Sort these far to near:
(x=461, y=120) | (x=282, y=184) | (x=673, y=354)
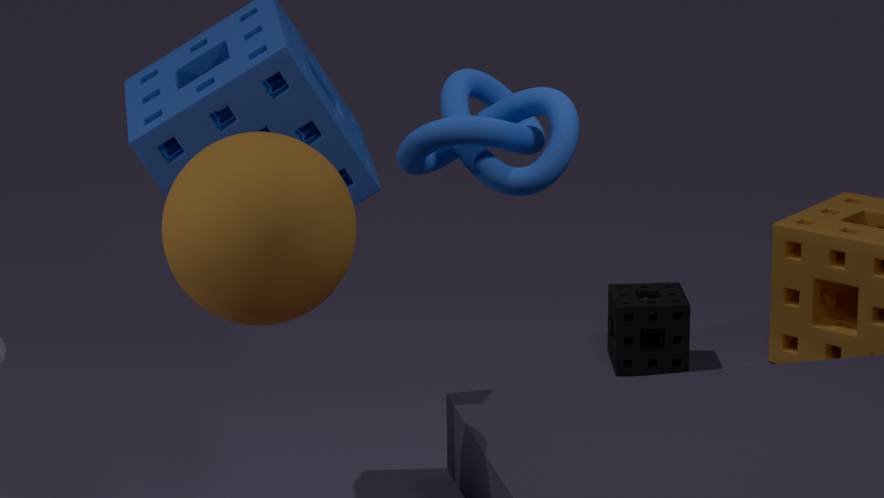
(x=673, y=354) < (x=282, y=184) < (x=461, y=120)
